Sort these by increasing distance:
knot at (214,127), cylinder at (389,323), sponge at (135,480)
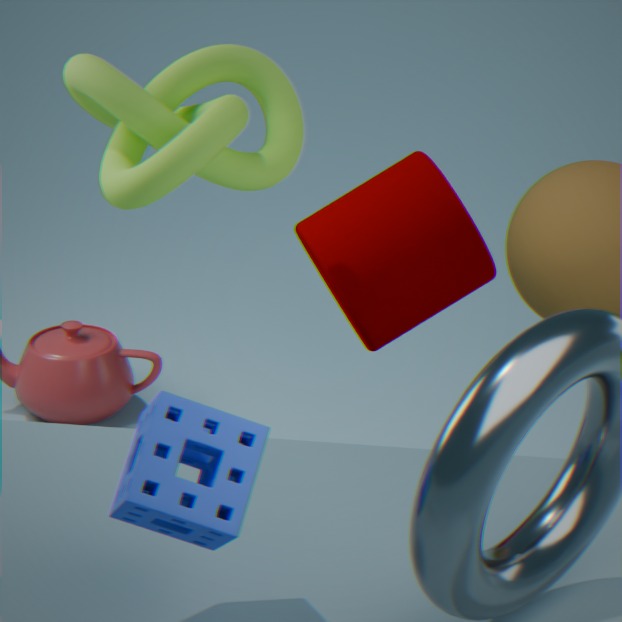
sponge at (135,480)
knot at (214,127)
cylinder at (389,323)
